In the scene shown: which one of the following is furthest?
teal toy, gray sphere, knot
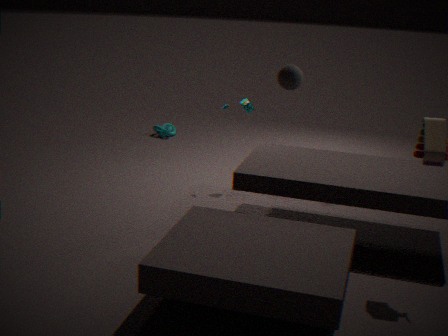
knot
